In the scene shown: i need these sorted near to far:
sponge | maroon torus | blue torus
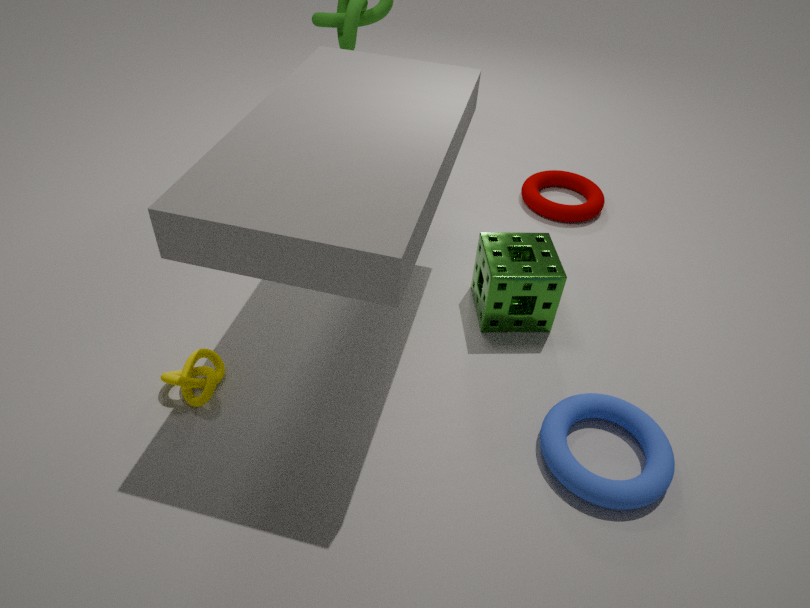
blue torus
sponge
maroon torus
